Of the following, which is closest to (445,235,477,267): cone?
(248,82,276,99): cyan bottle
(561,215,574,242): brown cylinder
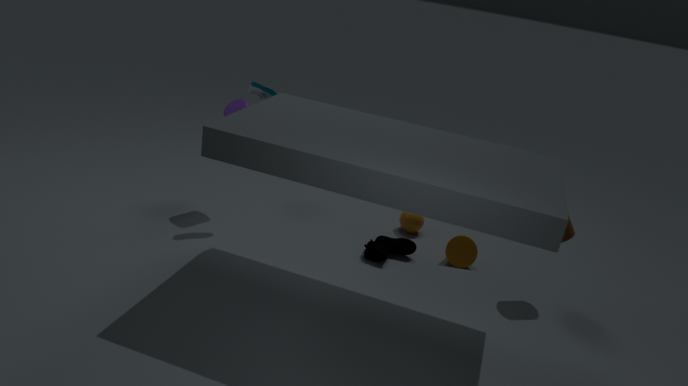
(561,215,574,242): brown cylinder
